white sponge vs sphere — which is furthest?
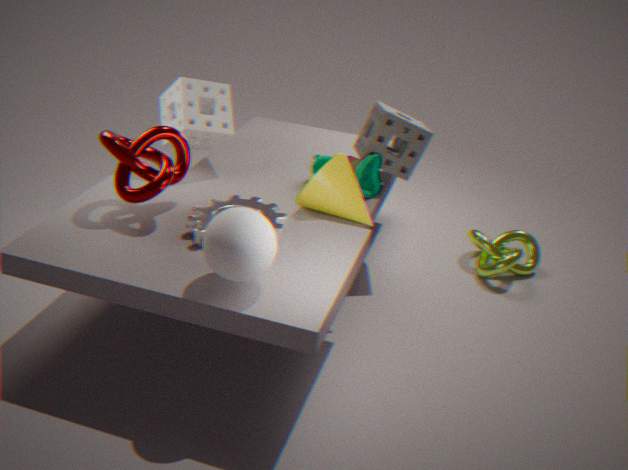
white sponge
